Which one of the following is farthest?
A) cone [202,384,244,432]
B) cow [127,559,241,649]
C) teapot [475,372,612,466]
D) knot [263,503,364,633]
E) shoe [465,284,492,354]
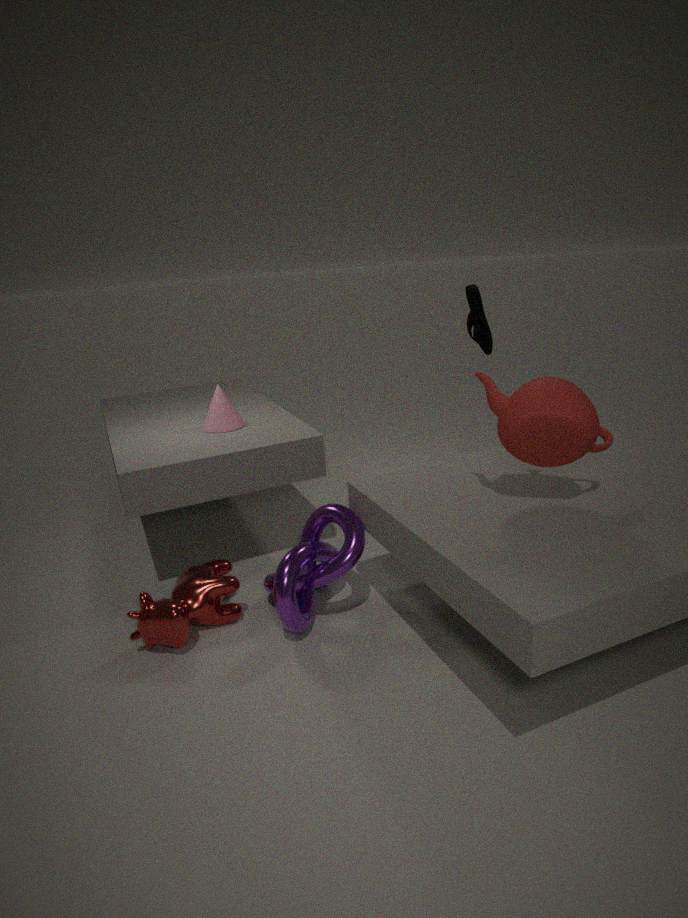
cone [202,384,244,432]
